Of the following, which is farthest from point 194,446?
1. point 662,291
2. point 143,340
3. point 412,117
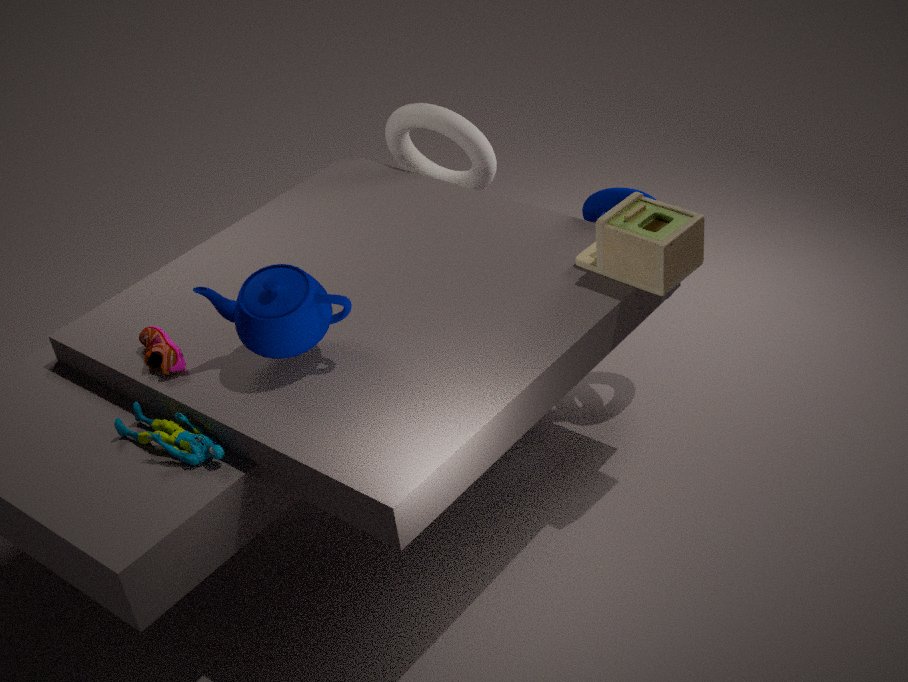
point 412,117
